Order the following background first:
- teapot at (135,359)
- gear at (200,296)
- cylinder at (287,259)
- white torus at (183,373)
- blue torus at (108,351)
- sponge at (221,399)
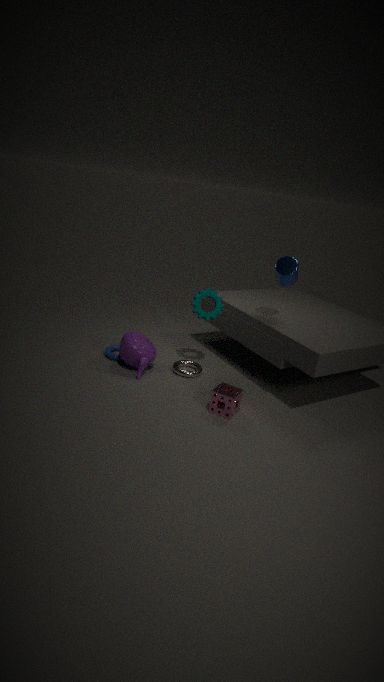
1. blue torus at (108,351)
2. white torus at (183,373)
3. gear at (200,296)
4. teapot at (135,359)
5. cylinder at (287,259)
6. sponge at (221,399)
